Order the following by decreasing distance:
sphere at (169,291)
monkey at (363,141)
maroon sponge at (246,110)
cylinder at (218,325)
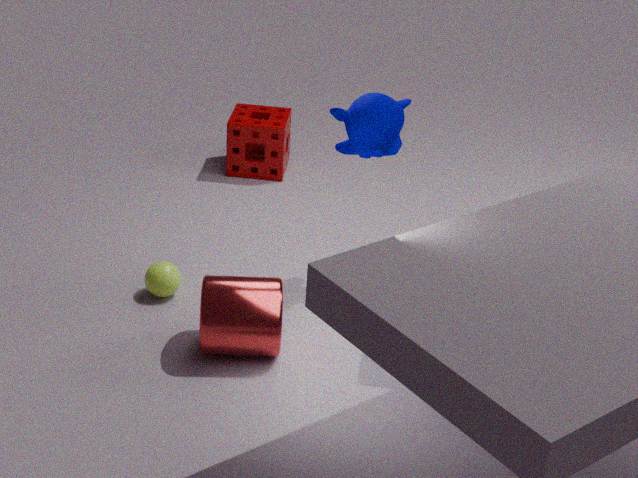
maroon sponge at (246,110)
sphere at (169,291)
monkey at (363,141)
cylinder at (218,325)
